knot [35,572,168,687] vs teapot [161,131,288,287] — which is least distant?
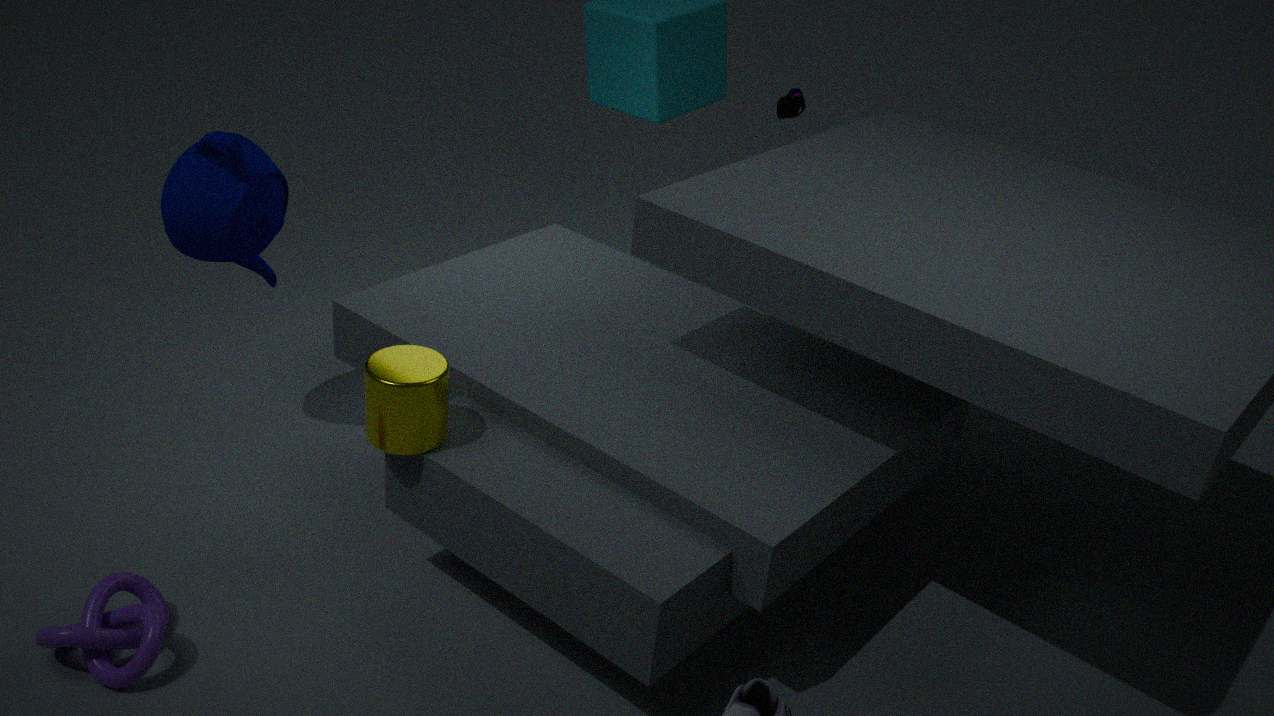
knot [35,572,168,687]
